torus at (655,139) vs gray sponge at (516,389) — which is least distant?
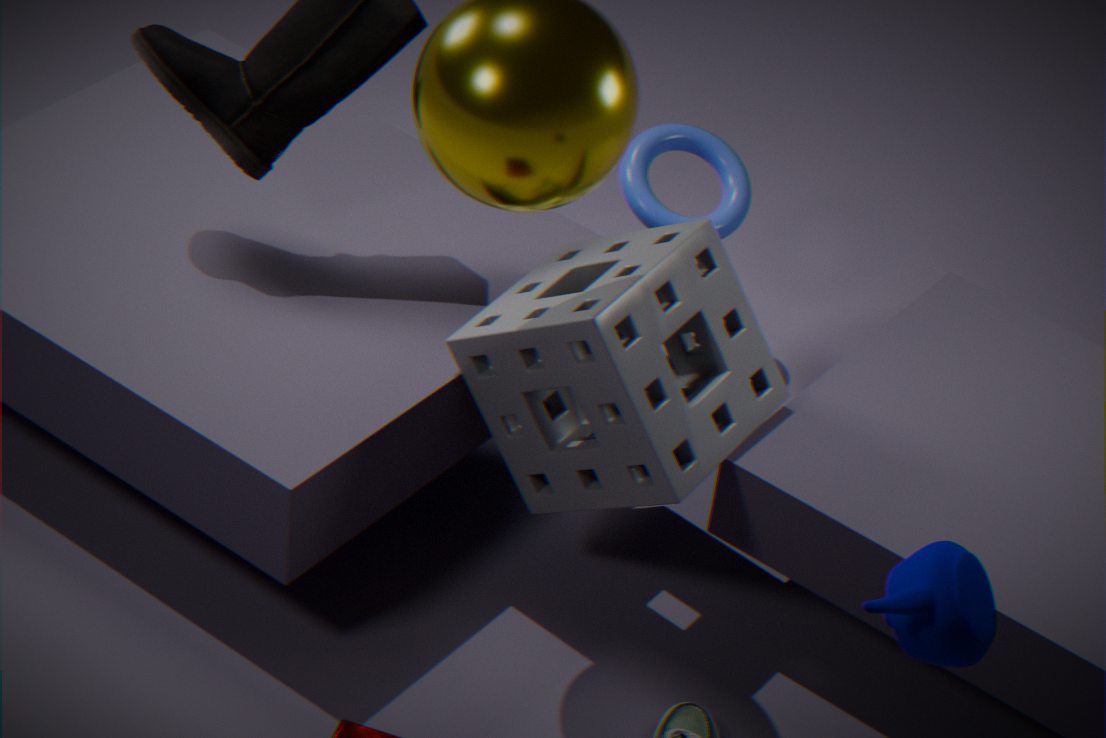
gray sponge at (516,389)
